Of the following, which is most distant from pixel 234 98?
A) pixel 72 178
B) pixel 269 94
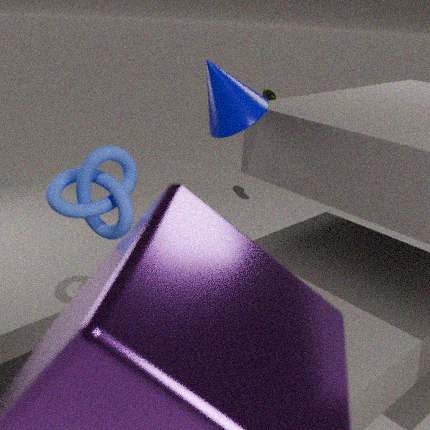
pixel 269 94
